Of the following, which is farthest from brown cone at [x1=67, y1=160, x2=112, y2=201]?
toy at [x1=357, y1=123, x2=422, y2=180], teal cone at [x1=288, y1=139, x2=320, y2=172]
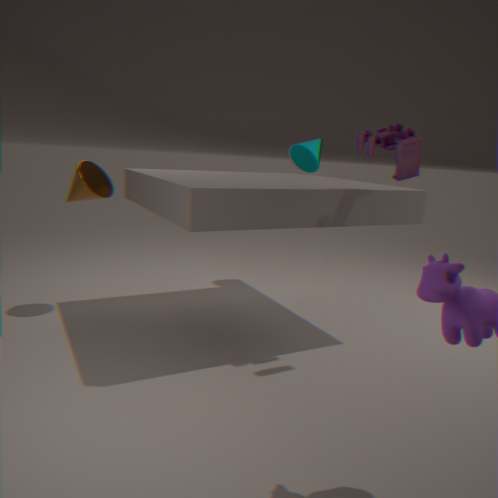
toy at [x1=357, y1=123, x2=422, y2=180]
